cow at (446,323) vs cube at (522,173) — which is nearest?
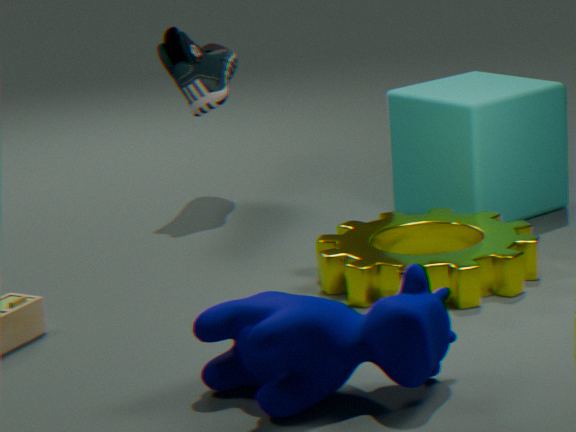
cow at (446,323)
